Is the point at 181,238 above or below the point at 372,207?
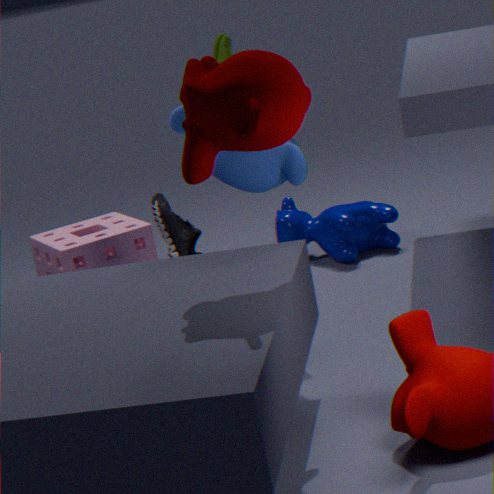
above
